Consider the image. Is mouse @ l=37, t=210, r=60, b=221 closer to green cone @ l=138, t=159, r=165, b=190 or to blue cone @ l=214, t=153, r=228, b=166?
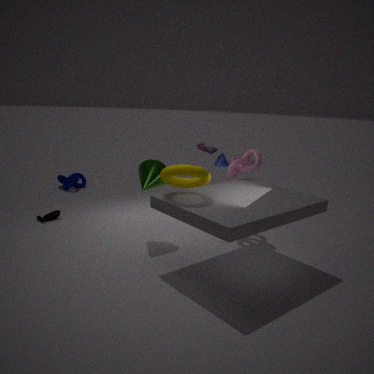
green cone @ l=138, t=159, r=165, b=190
